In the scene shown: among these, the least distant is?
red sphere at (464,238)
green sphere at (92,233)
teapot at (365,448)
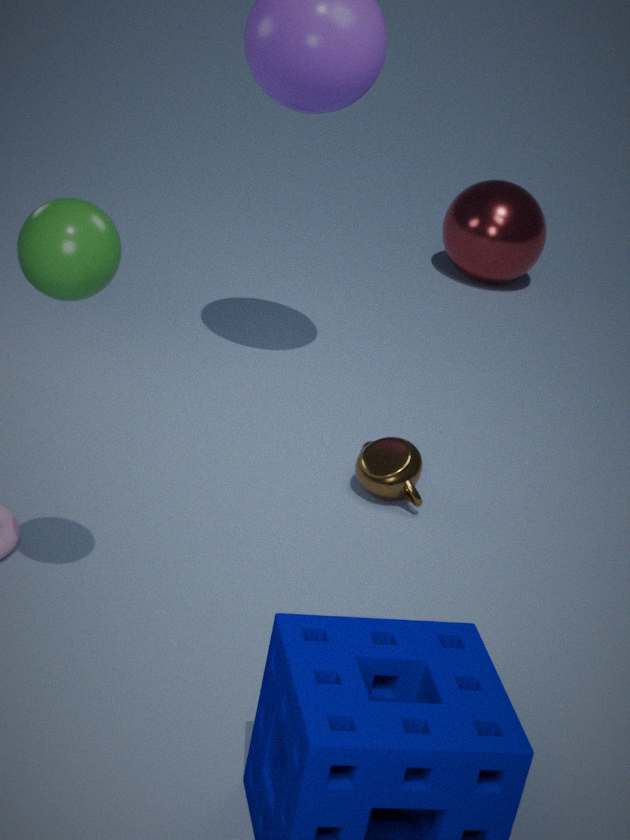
green sphere at (92,233)
